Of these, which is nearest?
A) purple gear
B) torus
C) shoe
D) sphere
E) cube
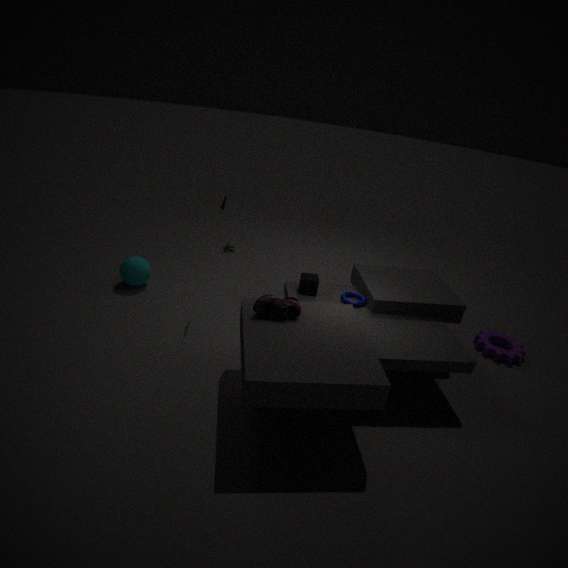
shoe
